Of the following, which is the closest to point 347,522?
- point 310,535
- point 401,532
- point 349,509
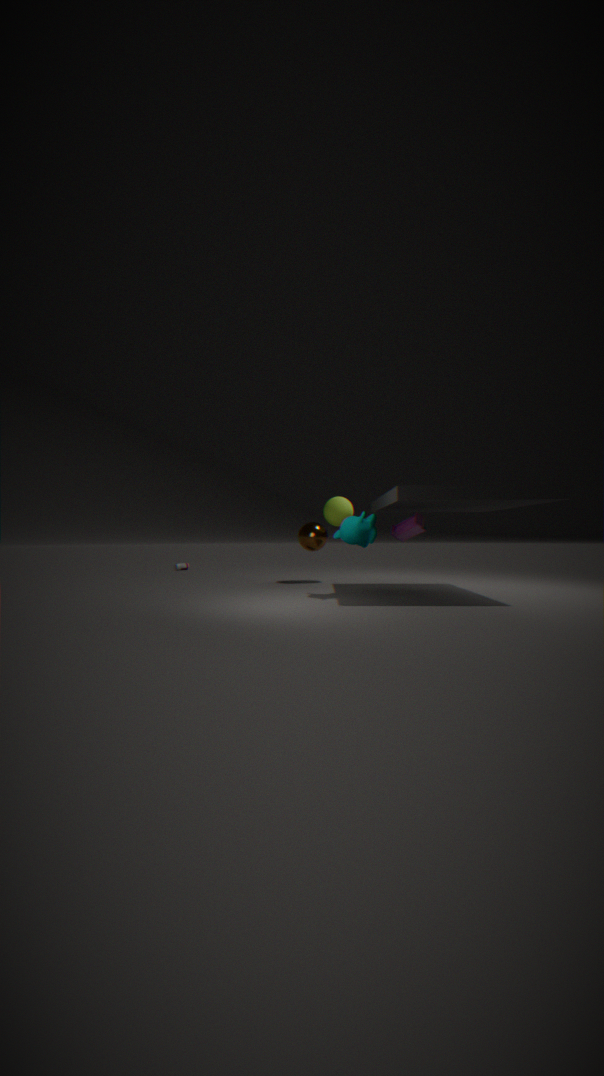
point 401,532
